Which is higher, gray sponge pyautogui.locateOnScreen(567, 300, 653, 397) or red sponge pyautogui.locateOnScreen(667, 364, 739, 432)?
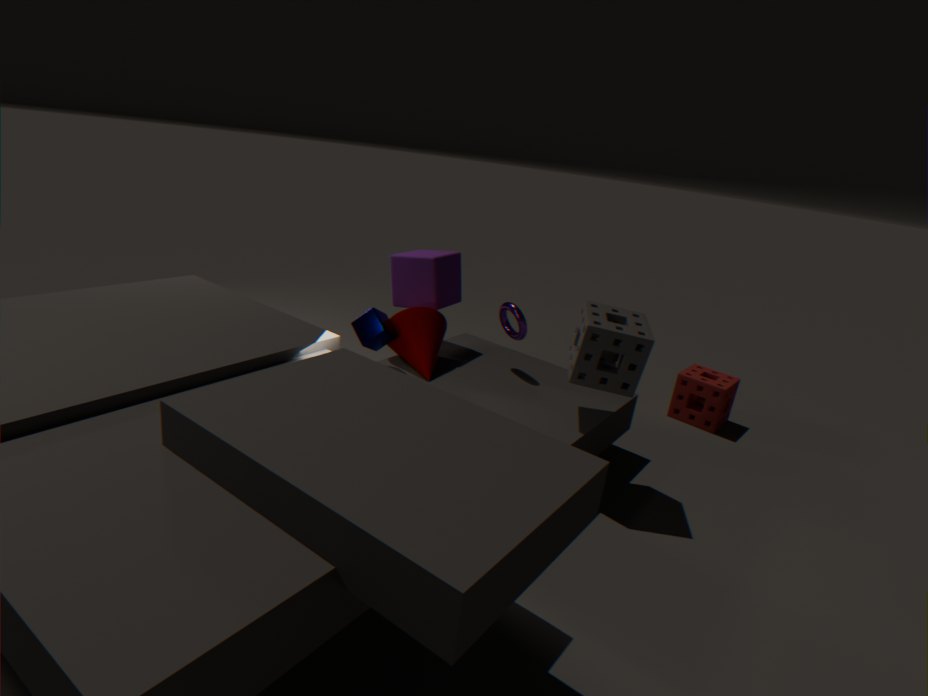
gray sponge pyautogui.locateOnScreen(567, 300, 653, 397)
